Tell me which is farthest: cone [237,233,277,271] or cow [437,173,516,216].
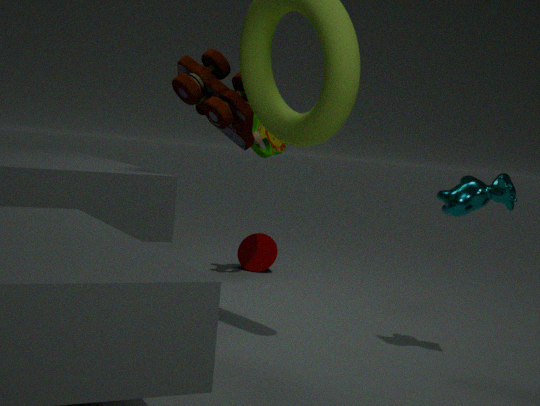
cone [237,233,277,271]
